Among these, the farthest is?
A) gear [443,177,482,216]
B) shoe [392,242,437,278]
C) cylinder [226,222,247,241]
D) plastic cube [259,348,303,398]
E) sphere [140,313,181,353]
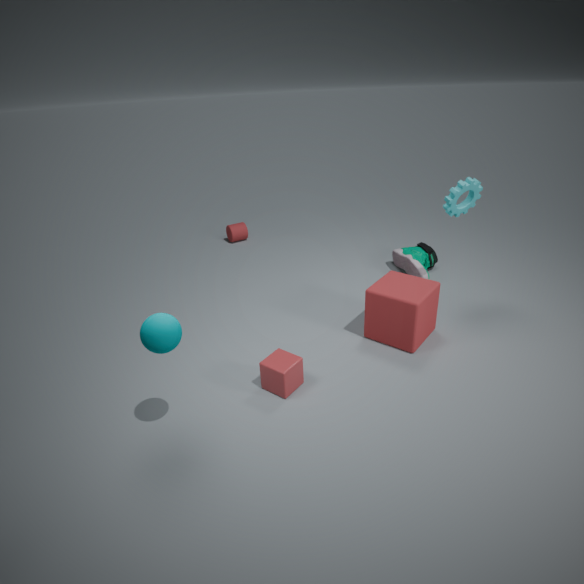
cylinder [226,222,247,241]
